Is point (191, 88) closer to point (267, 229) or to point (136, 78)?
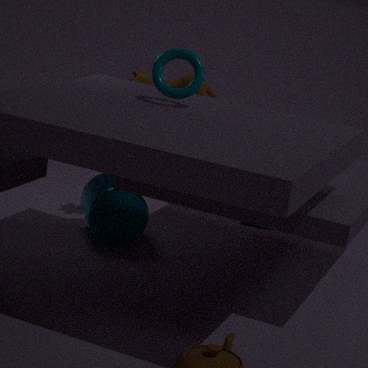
point (136, 78)
